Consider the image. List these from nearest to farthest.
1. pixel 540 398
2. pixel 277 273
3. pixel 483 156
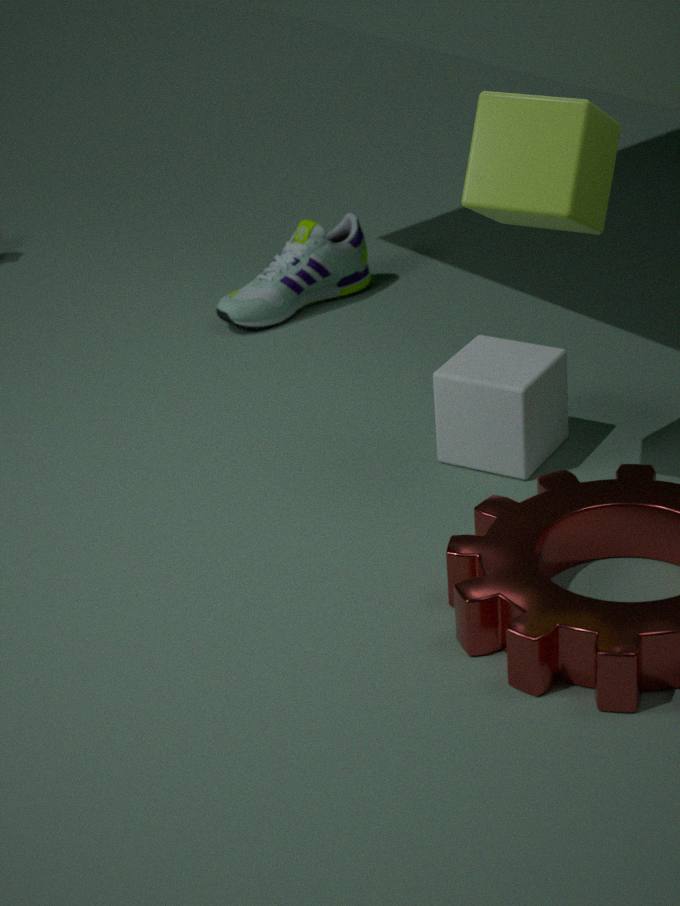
pixel 483 156 → pixel 540 398 → pixel 277 273
